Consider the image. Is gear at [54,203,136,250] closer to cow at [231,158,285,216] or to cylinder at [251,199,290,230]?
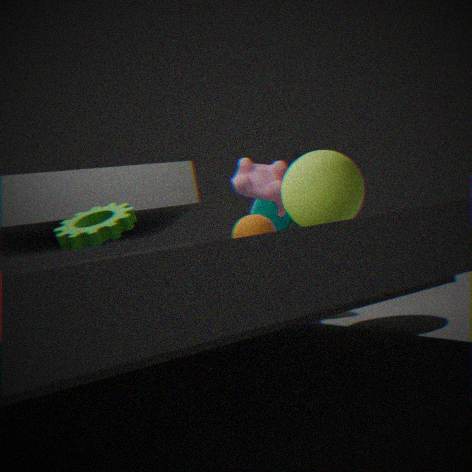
cow at [231,158,285,216]
